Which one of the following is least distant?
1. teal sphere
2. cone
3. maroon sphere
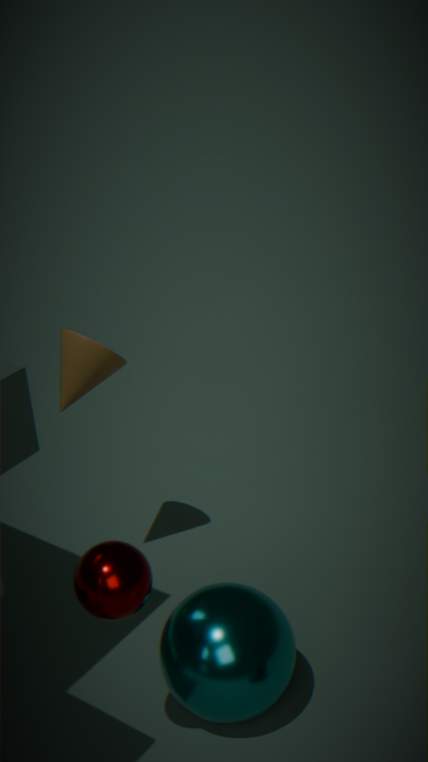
maroon sphere
